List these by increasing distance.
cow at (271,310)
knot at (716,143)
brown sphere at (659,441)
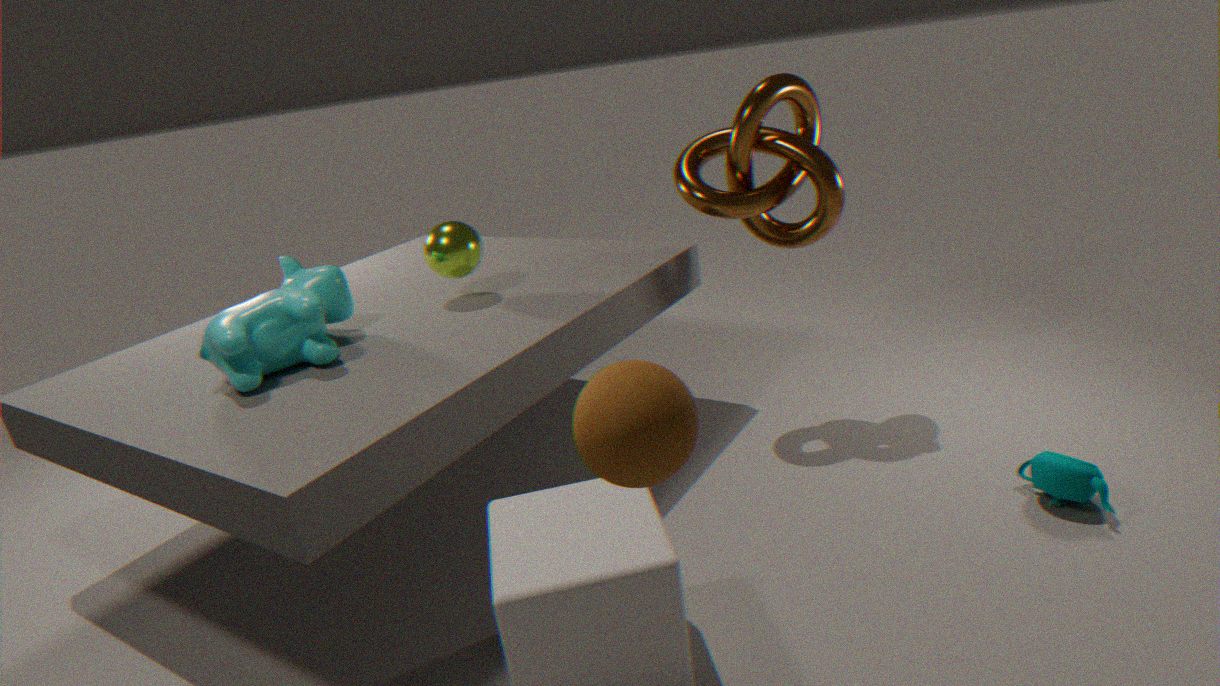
brown sphere at (659,441) < cow at (271,310) < knot at (716,143)
